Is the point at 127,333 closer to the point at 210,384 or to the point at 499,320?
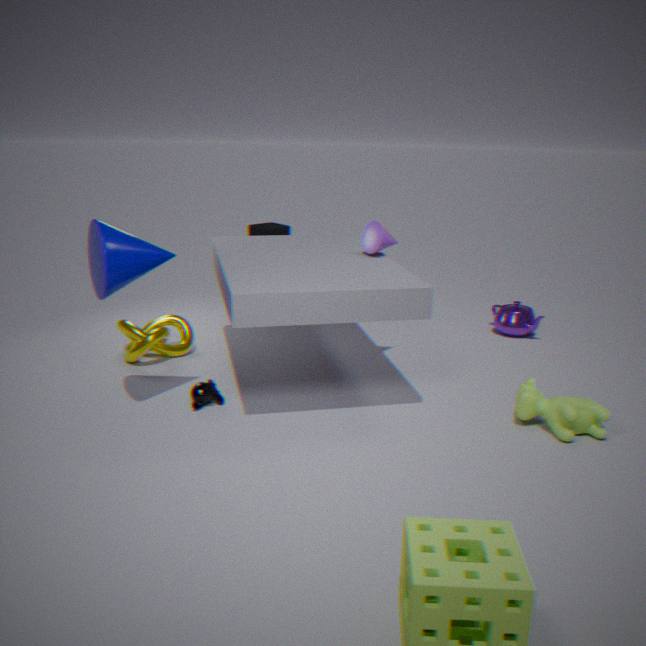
the point at 210,384
